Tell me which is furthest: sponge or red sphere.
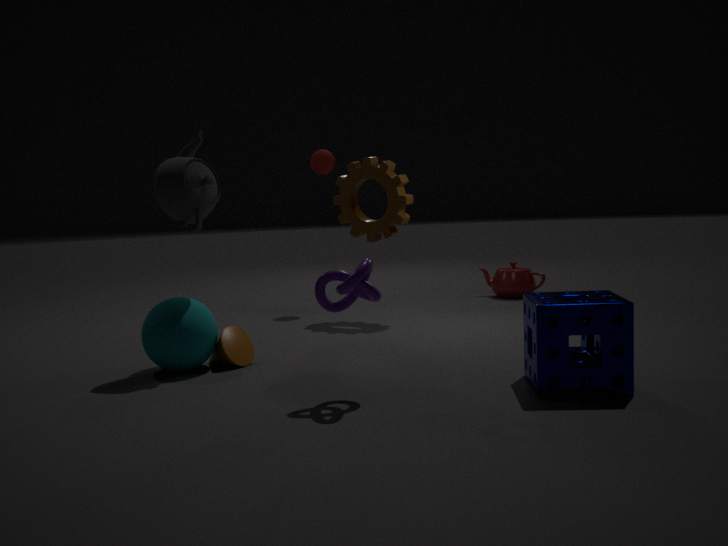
red sphere
